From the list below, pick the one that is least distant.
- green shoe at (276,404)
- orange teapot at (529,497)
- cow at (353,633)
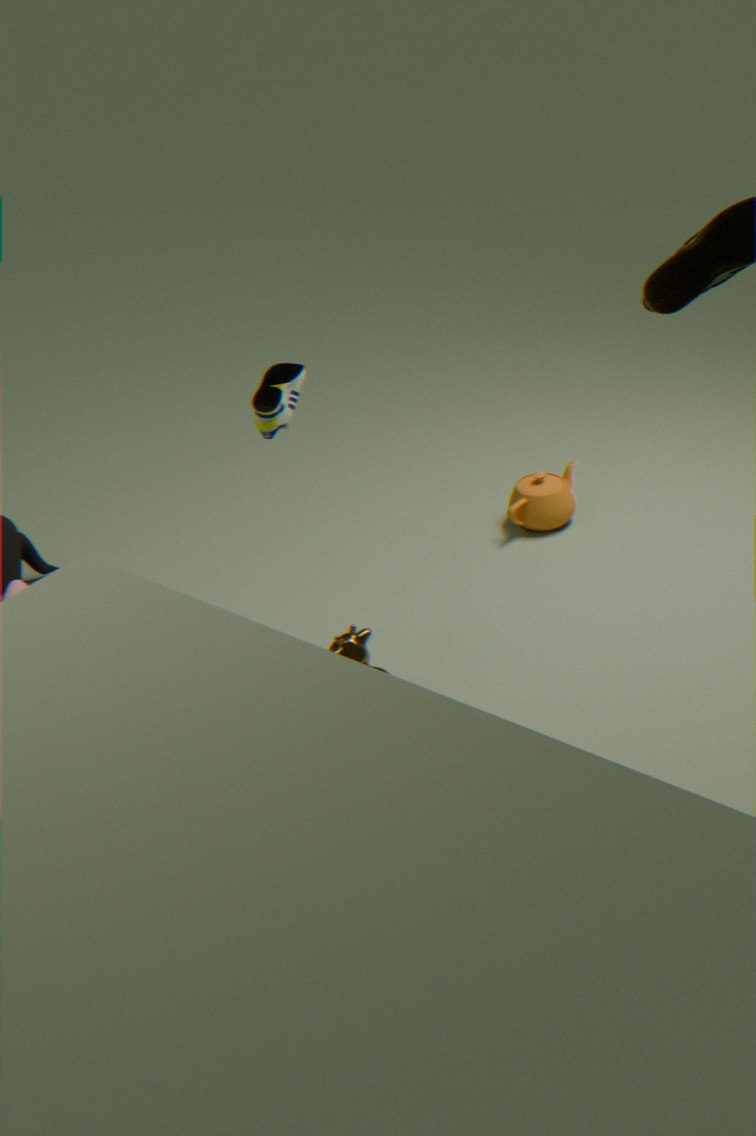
cow at (353,633)
